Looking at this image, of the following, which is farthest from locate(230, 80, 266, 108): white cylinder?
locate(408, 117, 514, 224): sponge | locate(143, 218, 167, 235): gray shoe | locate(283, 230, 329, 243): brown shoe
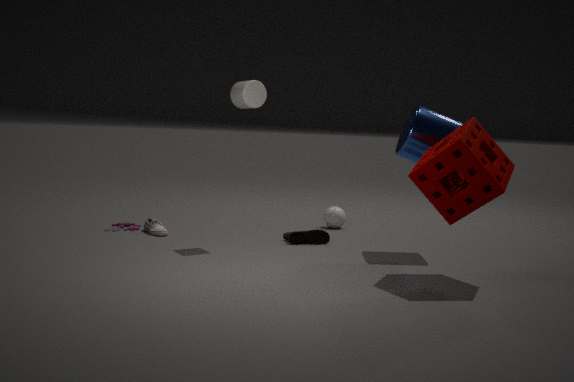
locate(408, 117, 514, 224): sponge
